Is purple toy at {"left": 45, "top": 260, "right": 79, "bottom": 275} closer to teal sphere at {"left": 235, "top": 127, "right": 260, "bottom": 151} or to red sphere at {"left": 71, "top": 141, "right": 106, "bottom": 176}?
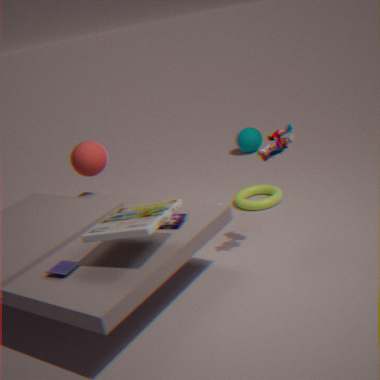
Result: red sphere at {"left": 71, "top": 141, "right": 106, "bottom": 176}
